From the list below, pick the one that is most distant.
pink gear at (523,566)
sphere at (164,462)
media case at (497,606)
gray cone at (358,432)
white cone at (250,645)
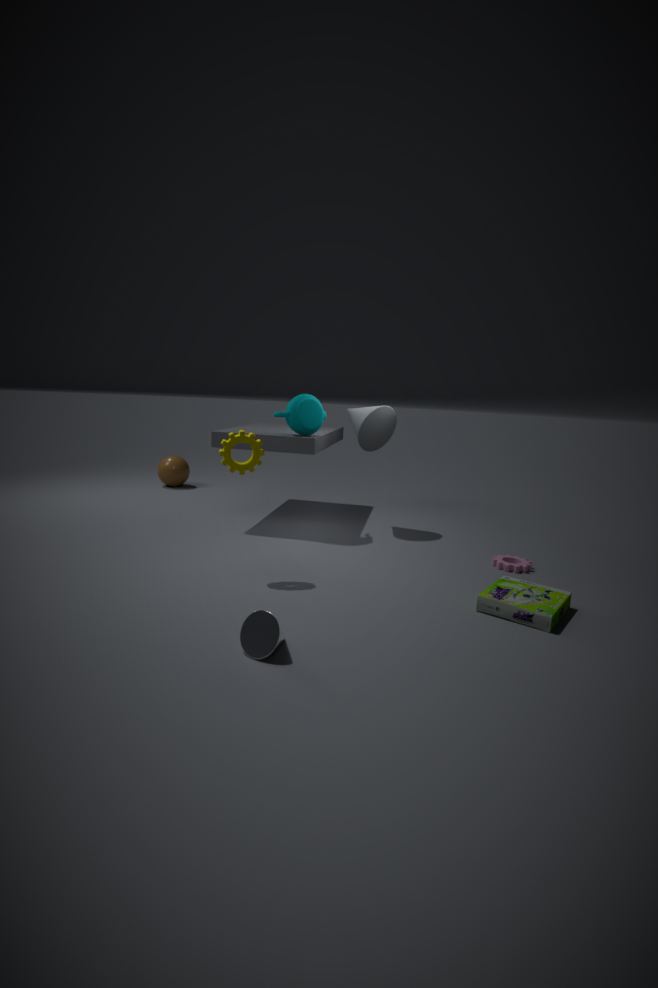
sphere at (164,462)
